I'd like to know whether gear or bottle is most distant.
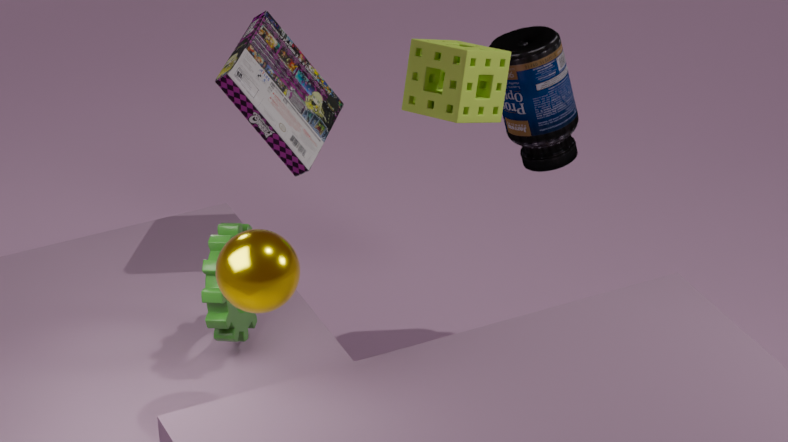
bottle
